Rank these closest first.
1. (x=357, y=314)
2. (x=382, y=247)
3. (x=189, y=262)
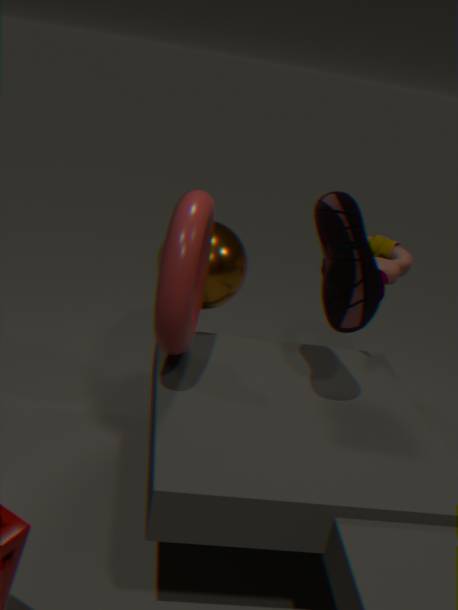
(x=189, y=262) → (x=357, y=314) → (x=382, y=247)
